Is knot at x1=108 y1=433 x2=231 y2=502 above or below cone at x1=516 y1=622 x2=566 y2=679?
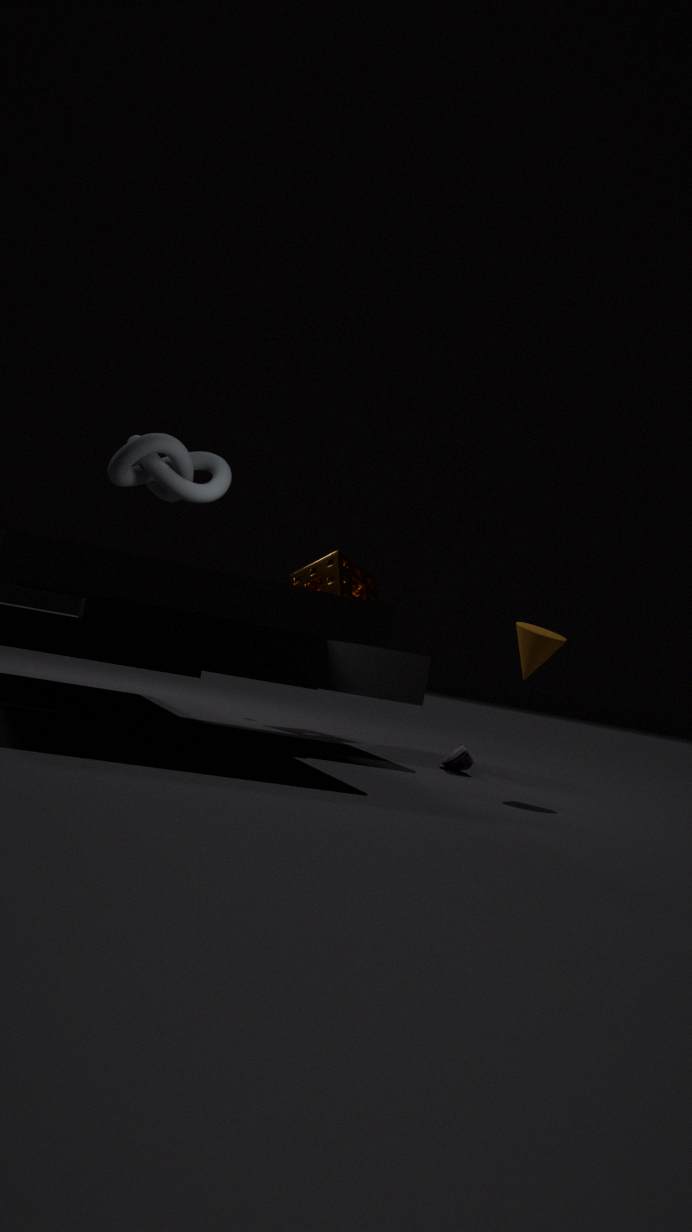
above
